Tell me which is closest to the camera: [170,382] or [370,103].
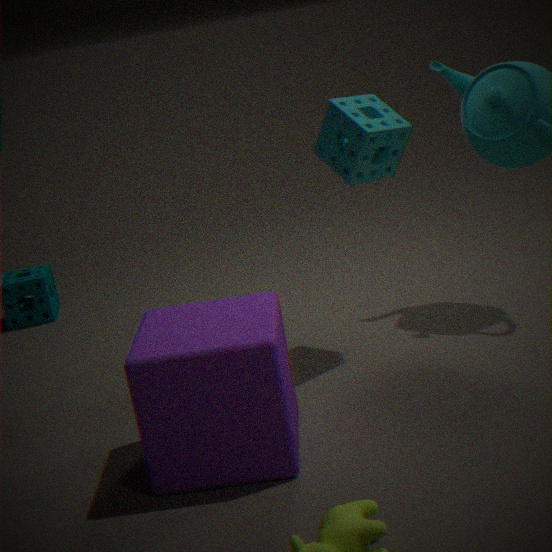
[170,382]
